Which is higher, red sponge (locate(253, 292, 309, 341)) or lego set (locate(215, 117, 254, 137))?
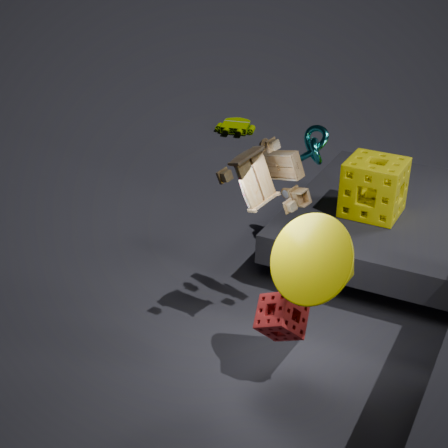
red sponge (locate(253, 292, 309, 341))
